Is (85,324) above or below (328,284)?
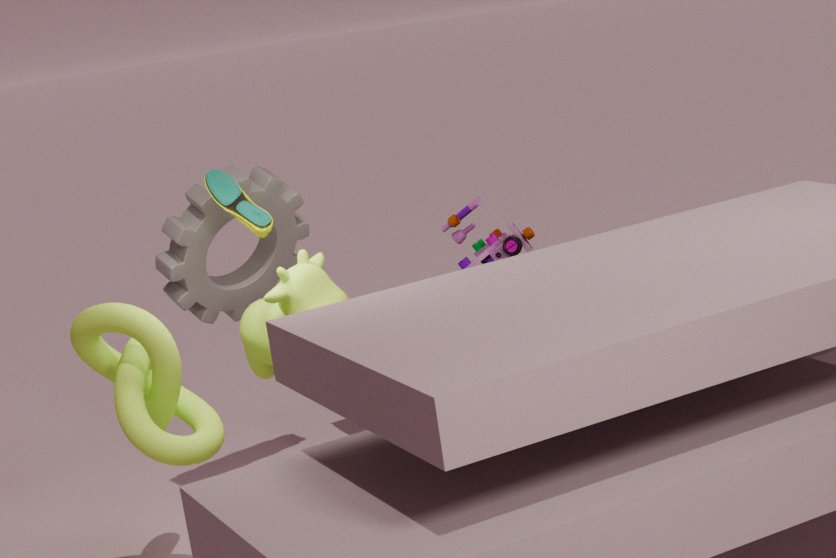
below
